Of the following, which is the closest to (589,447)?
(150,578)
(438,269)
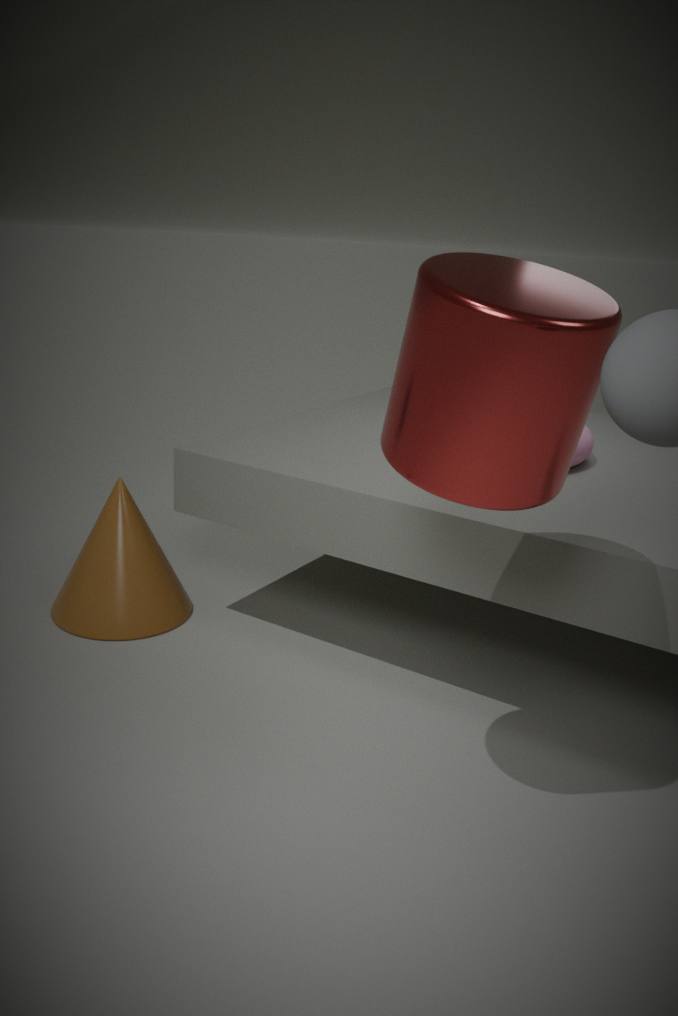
(438,269)
